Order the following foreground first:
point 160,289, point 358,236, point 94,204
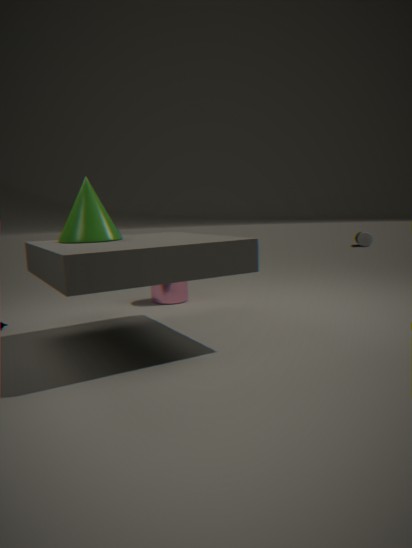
point 94,204
point 160,289
point 358,236
